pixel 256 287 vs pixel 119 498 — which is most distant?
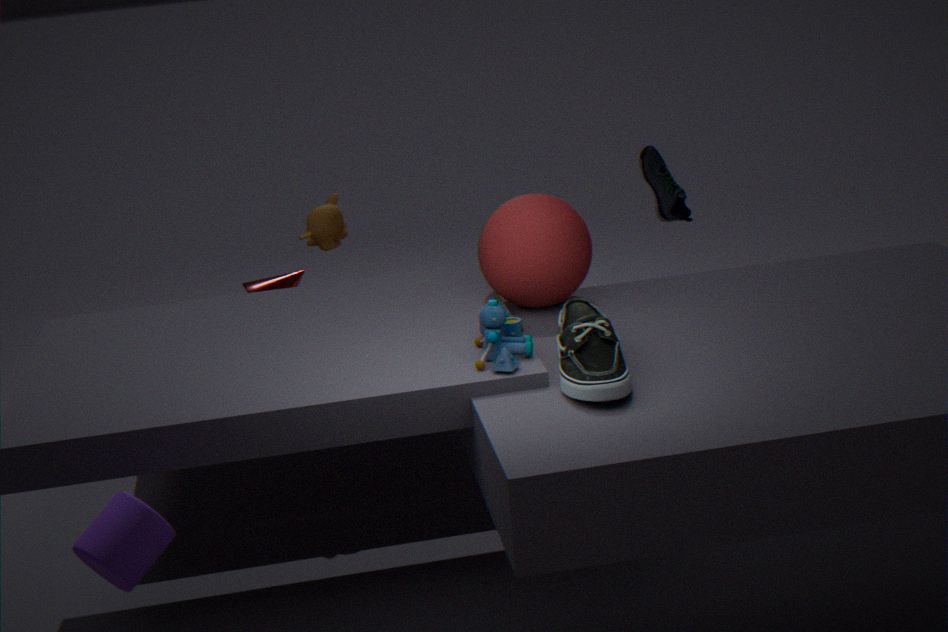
pixel 256 287
